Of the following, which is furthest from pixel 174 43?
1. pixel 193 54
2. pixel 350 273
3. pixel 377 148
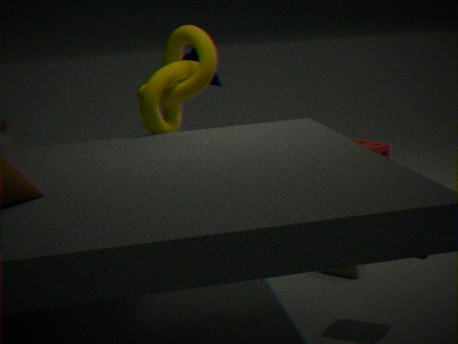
pixel 377 148
